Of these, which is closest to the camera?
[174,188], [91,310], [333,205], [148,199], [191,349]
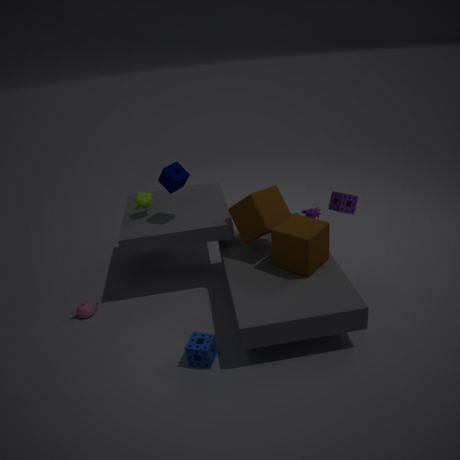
[191,349]
